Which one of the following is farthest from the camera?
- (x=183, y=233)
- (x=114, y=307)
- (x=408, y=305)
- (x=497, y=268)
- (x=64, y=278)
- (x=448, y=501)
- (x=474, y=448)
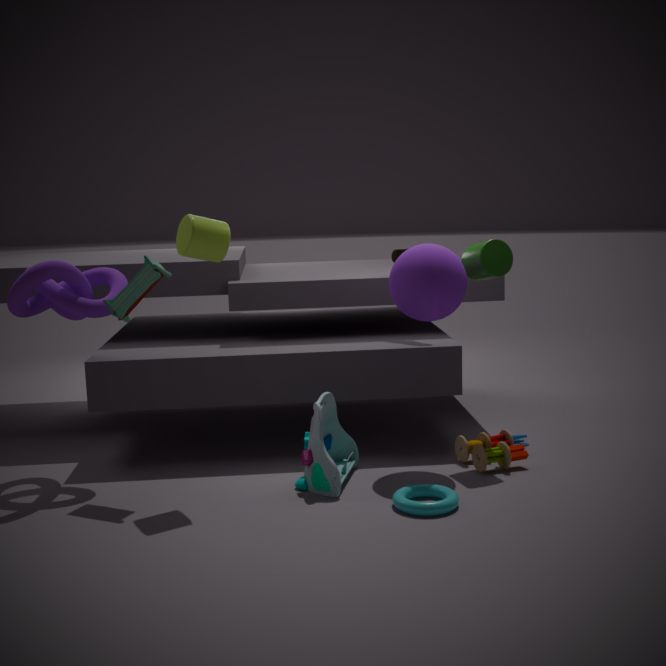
(x=497, y=268)
